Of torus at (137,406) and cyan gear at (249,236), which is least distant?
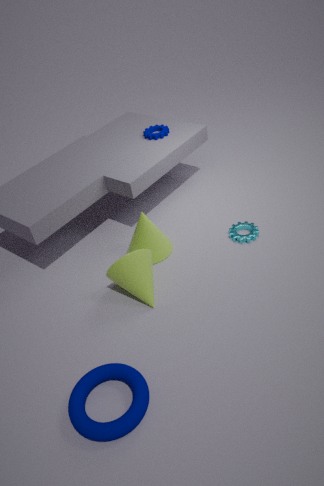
torus at (137,406)
